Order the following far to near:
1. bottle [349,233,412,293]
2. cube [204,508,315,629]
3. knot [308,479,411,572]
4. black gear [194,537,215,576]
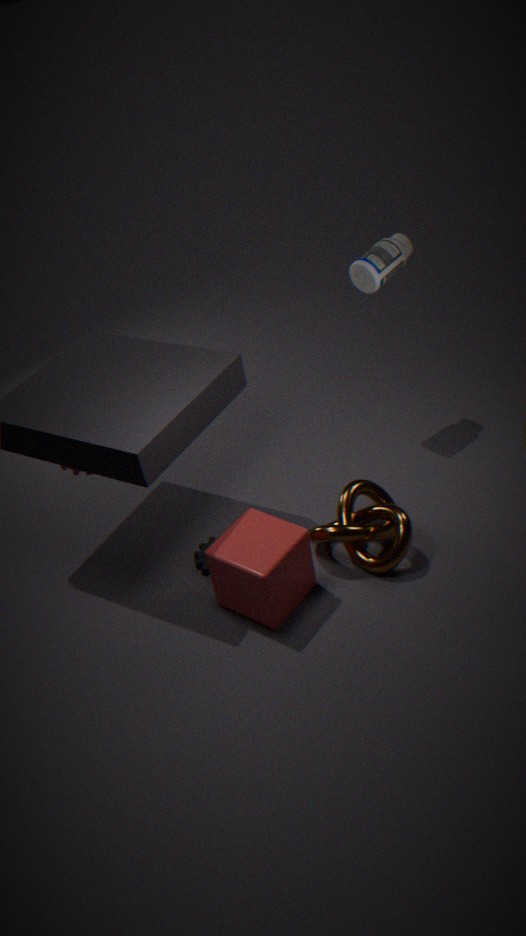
bottle [349,233,412,293]
black gear [194,537,215,576]
knot [308,479,411,572]
cube [204,508,315,629]
